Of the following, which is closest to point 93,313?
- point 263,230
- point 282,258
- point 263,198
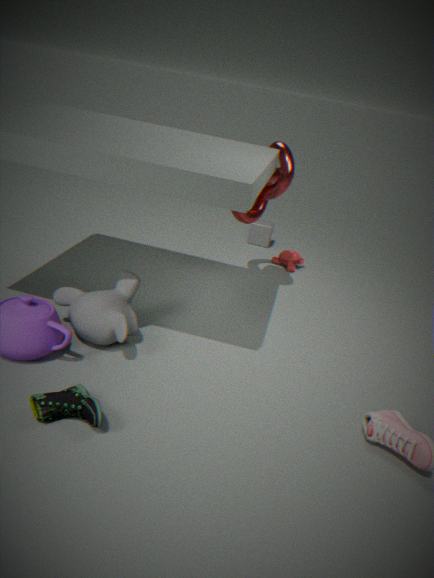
point 263,198
